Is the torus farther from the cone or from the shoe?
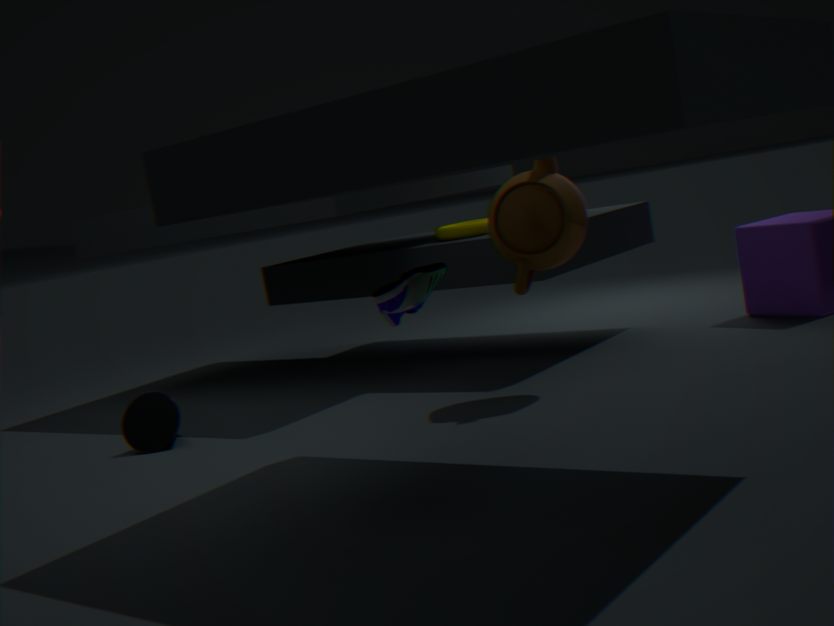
the cone
